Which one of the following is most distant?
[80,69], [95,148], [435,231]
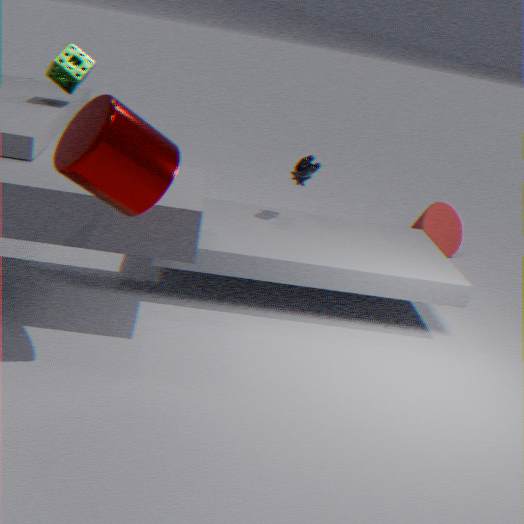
[435,231]
